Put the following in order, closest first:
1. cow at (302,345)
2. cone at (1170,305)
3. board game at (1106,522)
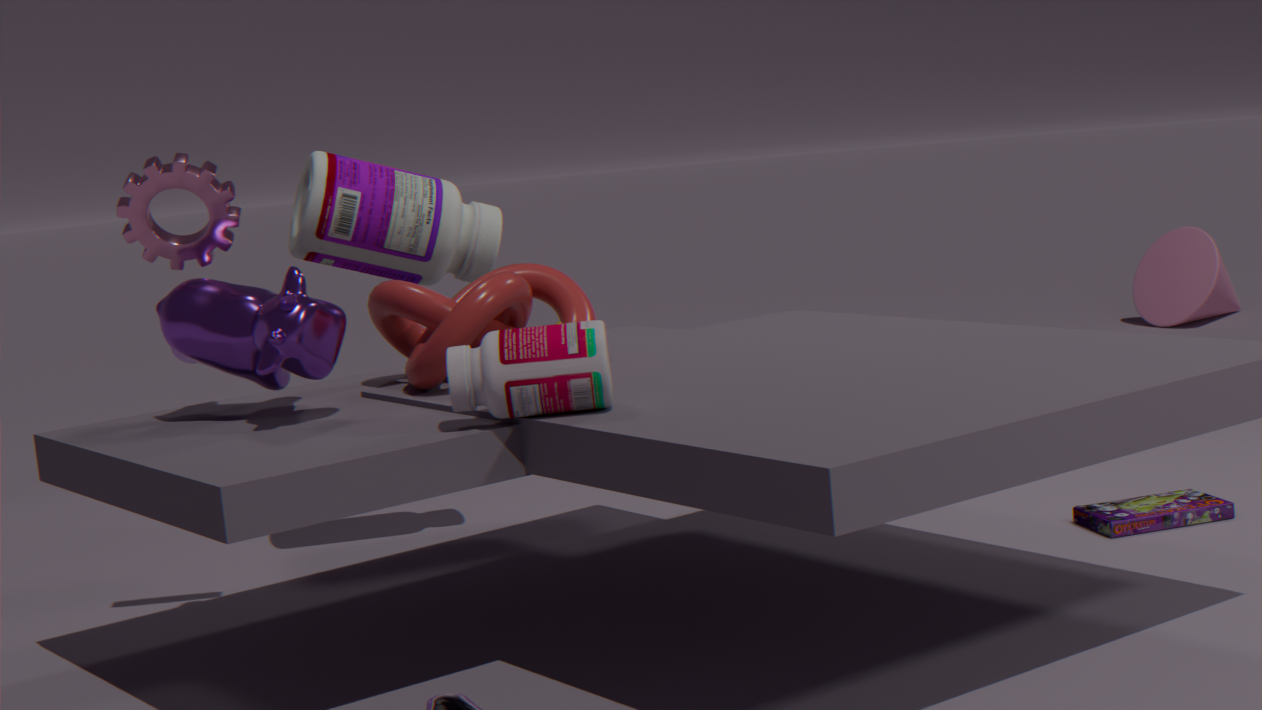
cow at (302,345), board game at (1106,522), cone at (1170,305)
